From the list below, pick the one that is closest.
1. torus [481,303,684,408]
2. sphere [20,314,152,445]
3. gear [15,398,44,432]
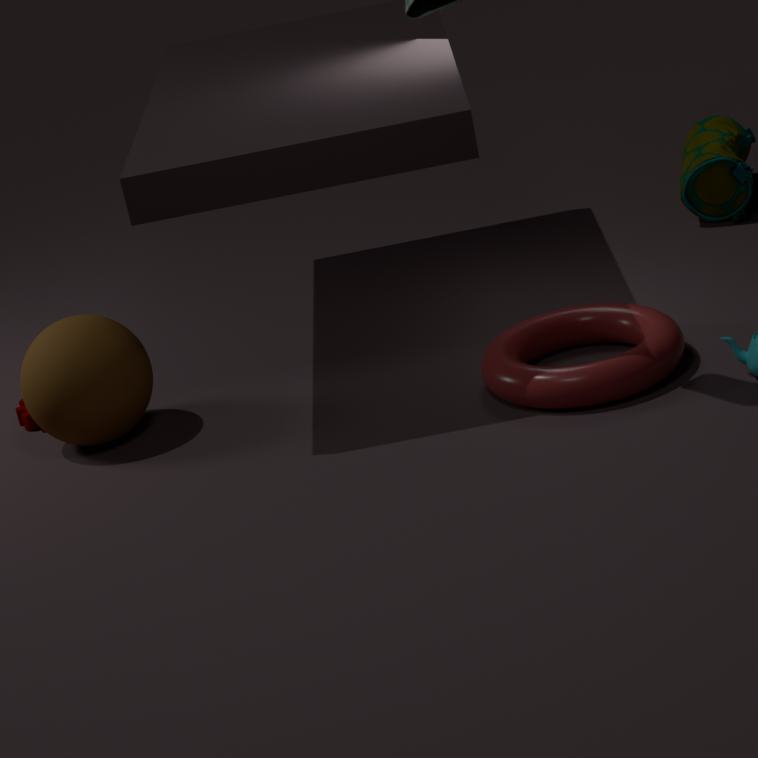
A: torus [481,303,684,408]
